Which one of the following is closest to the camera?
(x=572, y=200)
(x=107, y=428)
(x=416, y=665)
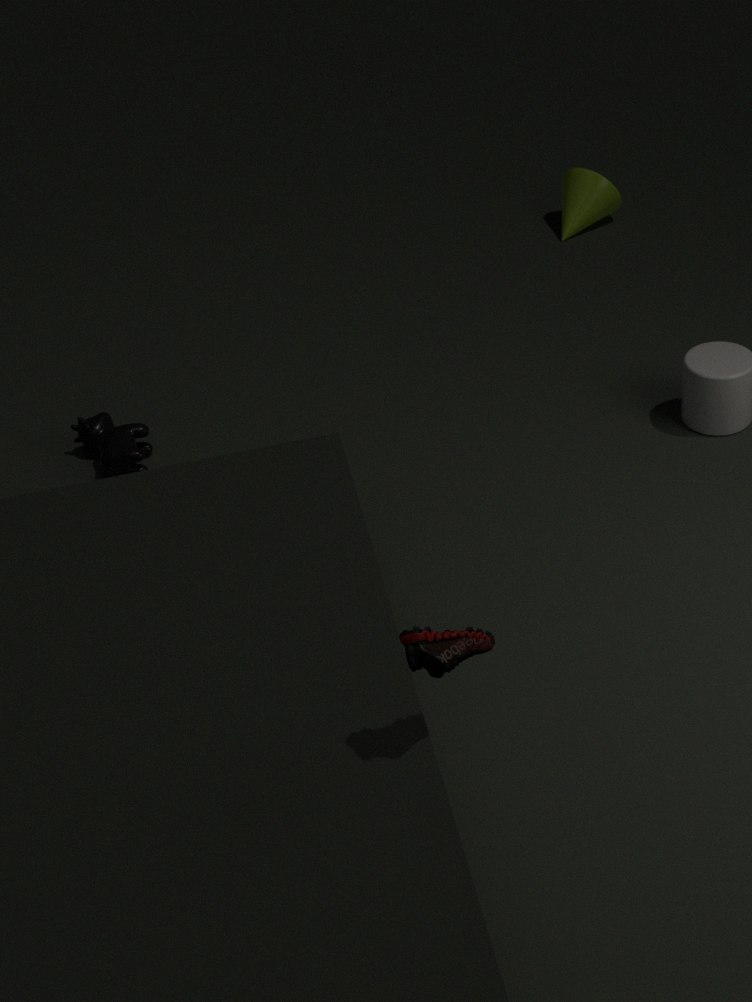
(x=416, y=665)
